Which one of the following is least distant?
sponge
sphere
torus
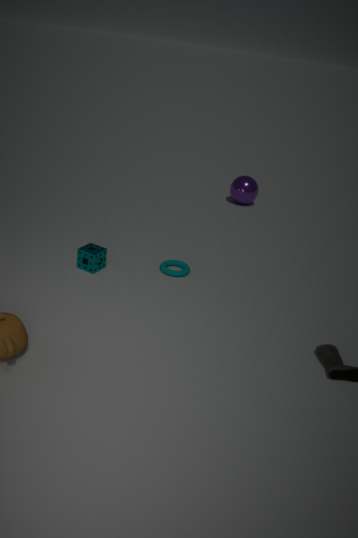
sponge
